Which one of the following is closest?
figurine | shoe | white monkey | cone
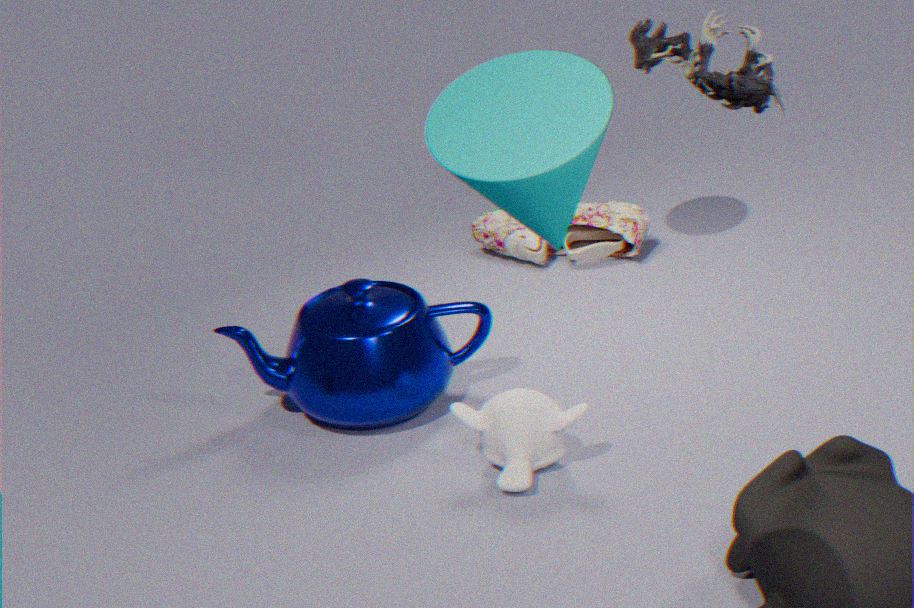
cone
